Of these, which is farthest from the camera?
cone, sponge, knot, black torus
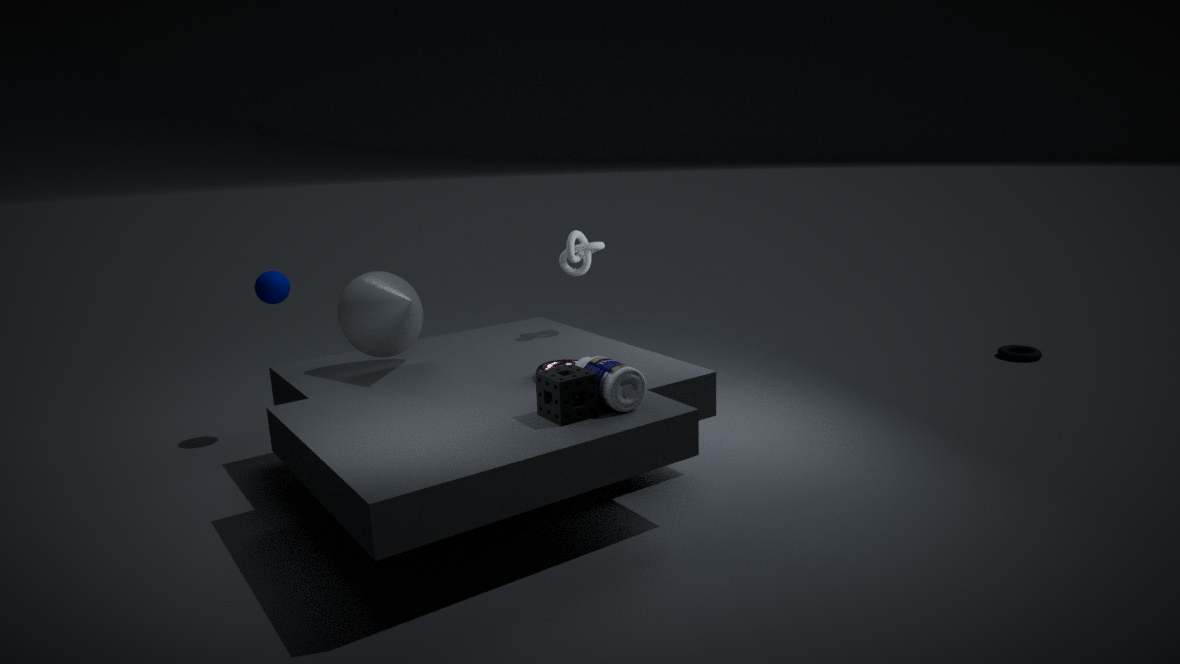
black torus
